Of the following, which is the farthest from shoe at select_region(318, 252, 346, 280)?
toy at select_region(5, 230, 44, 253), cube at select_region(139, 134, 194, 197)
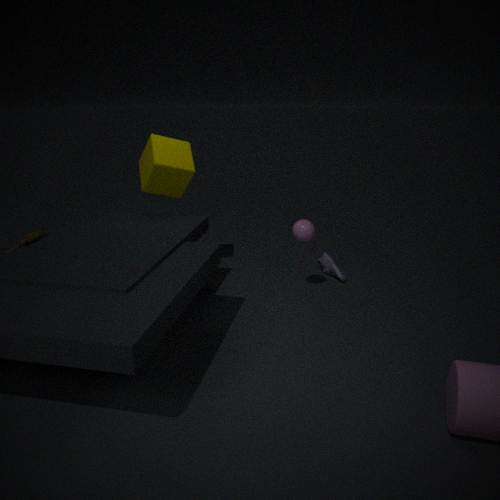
toy at select_region(5, 230, 44, 253)
